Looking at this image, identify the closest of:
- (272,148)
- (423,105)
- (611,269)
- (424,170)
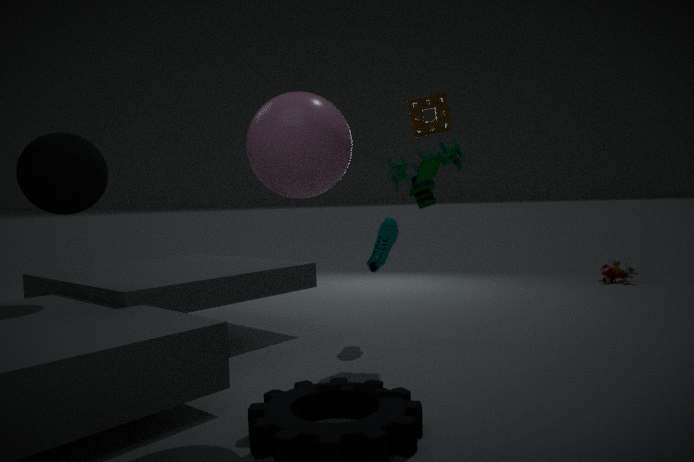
(272,148)
